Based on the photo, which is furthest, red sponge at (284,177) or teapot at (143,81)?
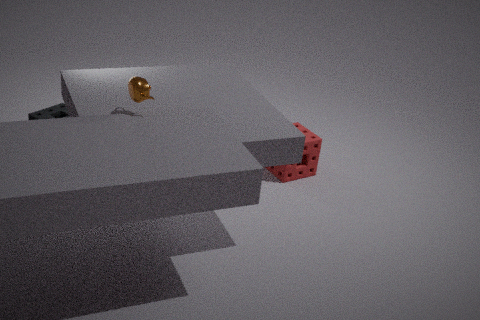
red sponge at (284,177)
